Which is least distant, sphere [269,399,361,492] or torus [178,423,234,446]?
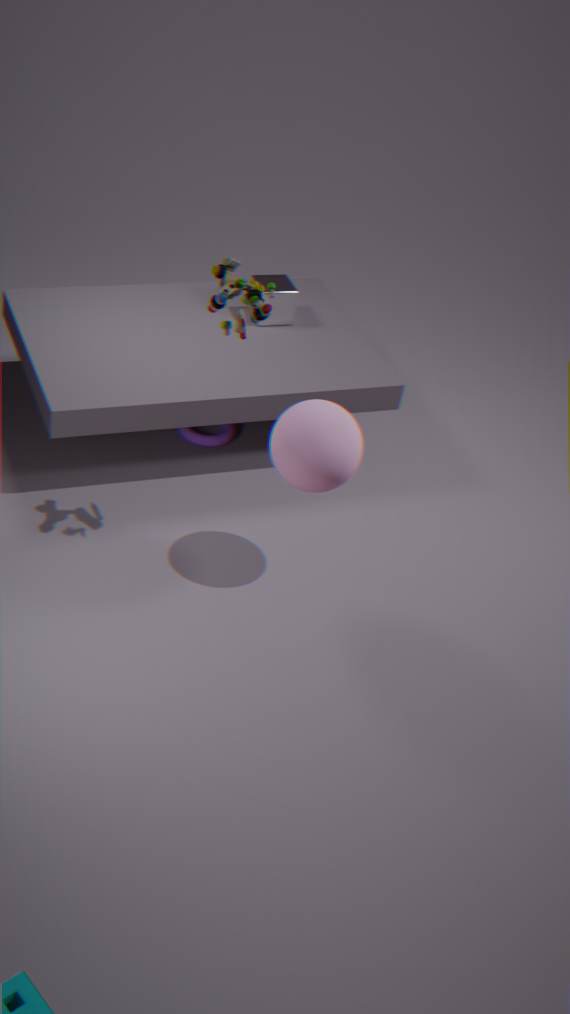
sphere [269,399,361,492]
